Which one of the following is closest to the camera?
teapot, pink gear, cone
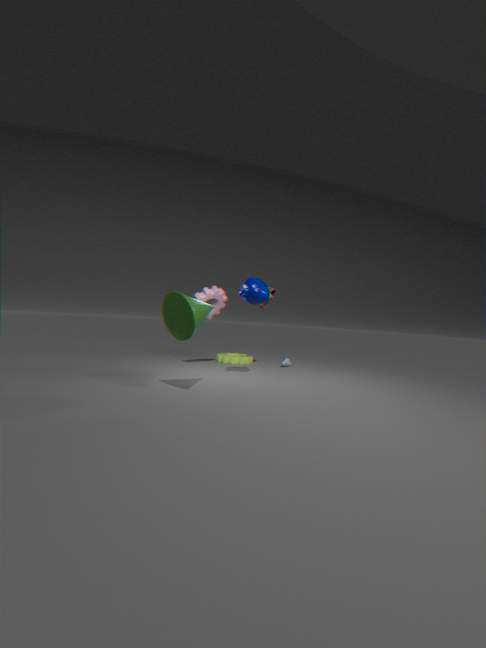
cone
